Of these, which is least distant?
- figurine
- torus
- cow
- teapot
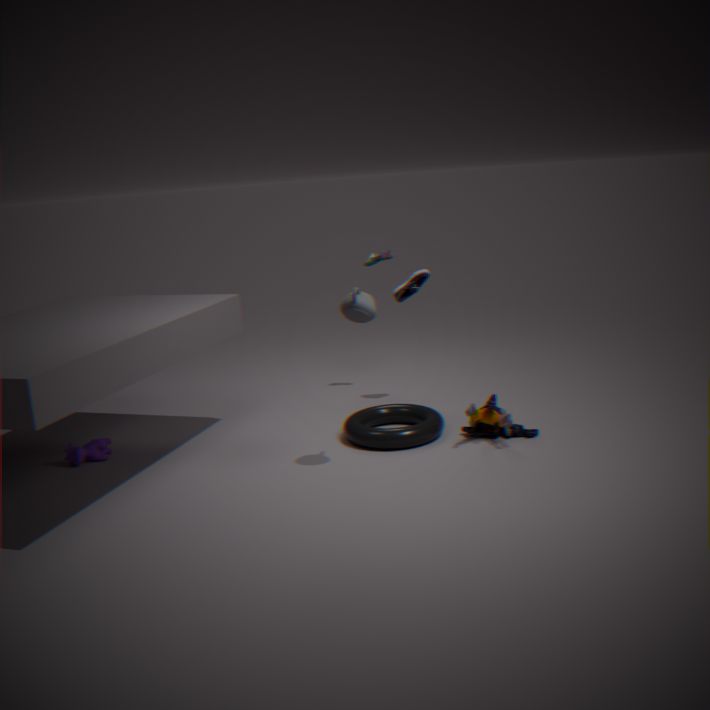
teapot
